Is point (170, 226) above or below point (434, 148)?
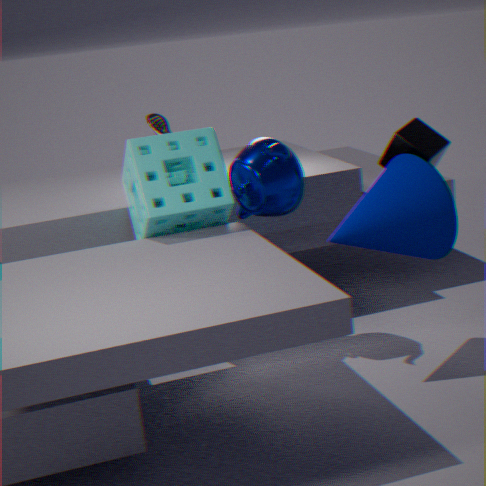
below
